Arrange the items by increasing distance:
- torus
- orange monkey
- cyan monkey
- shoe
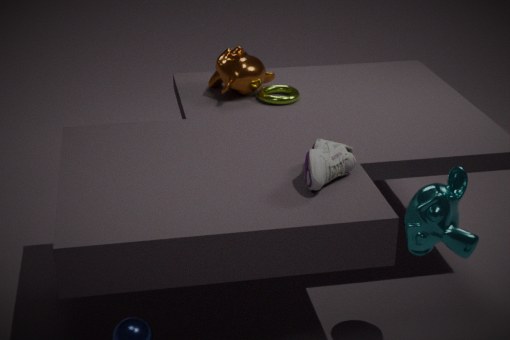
cyan monkey, shoe, torus, orange monkey
